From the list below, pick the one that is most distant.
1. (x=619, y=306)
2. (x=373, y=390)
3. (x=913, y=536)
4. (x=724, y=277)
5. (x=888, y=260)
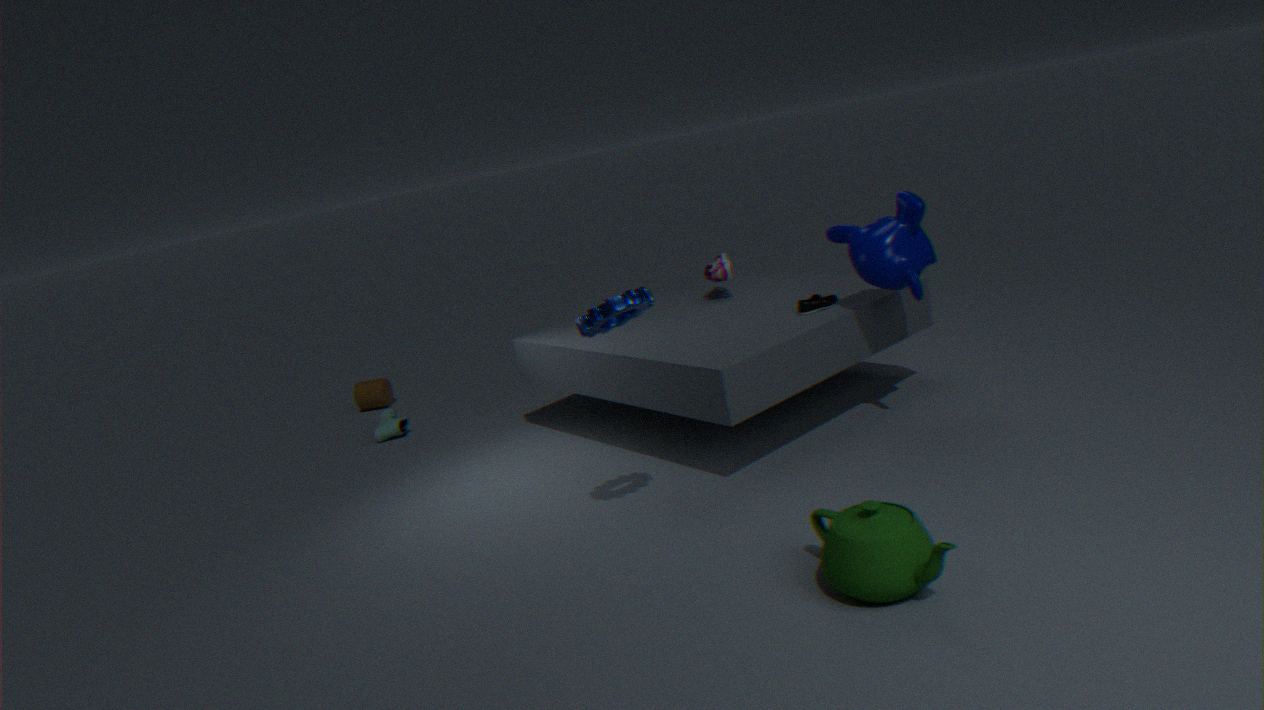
(x=373, y=390)
